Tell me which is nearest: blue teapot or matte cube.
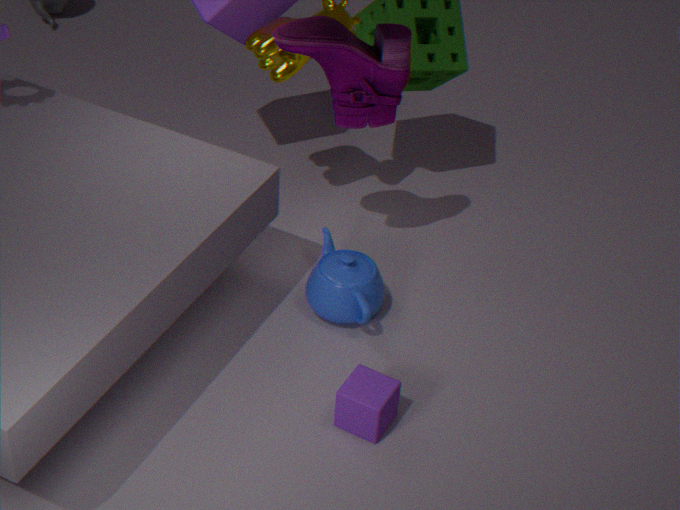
matte cube
